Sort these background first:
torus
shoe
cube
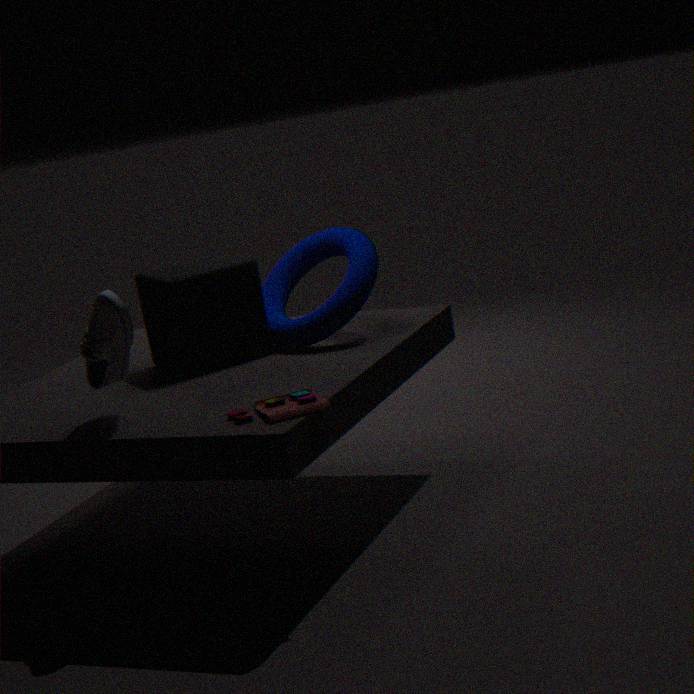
torus → cube → shoe
